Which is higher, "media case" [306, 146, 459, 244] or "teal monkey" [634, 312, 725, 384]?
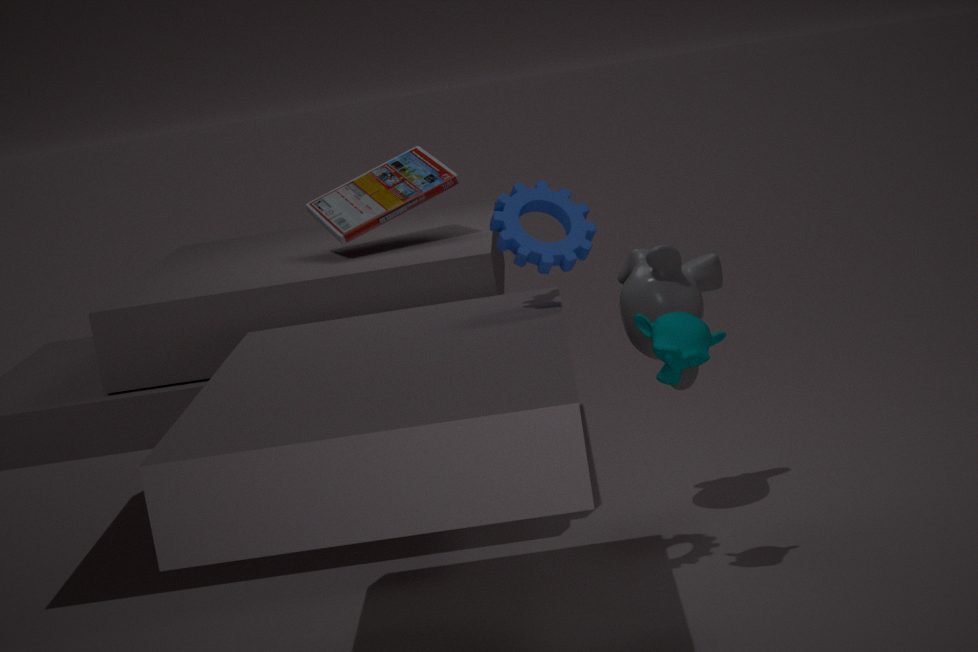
"media case" [306, 146, 459, 244]
